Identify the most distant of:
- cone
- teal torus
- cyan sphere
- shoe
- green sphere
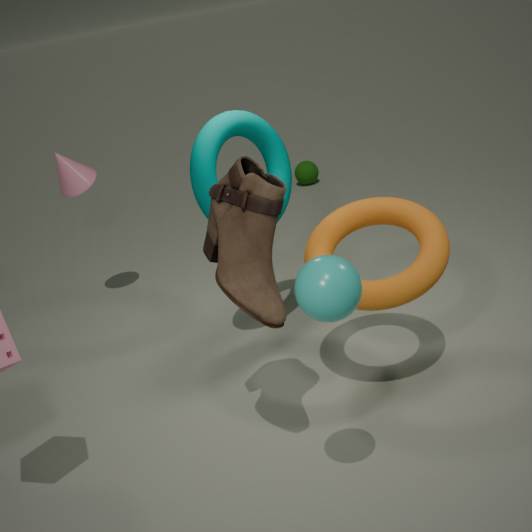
green sphere
